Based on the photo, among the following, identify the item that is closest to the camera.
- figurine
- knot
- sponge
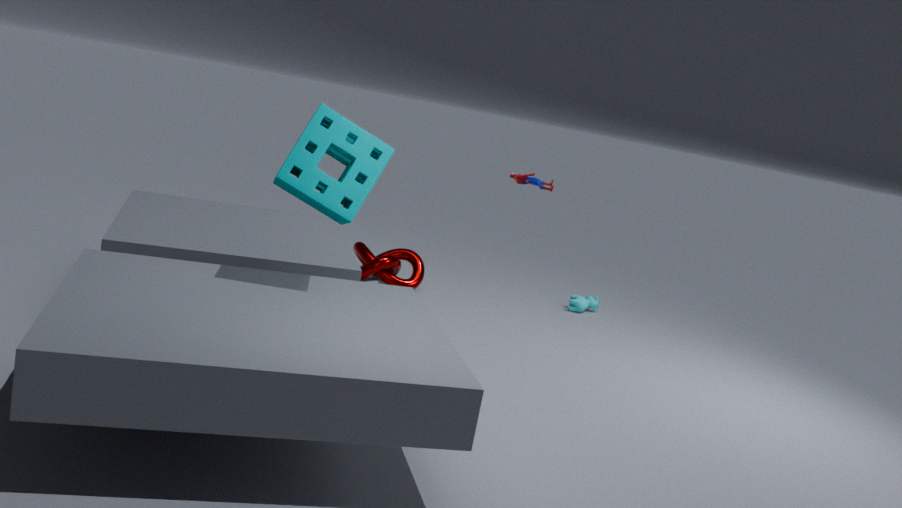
sponge
